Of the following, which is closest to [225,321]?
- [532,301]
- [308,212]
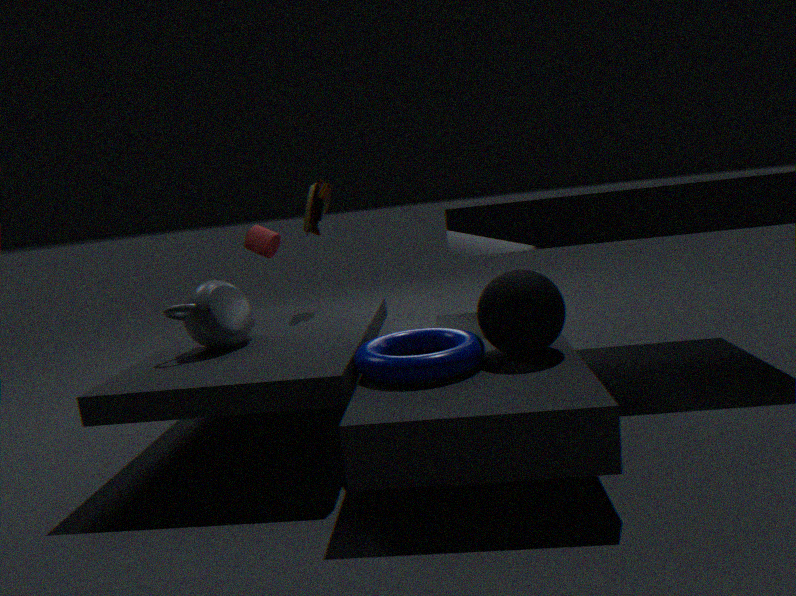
[308,212]
